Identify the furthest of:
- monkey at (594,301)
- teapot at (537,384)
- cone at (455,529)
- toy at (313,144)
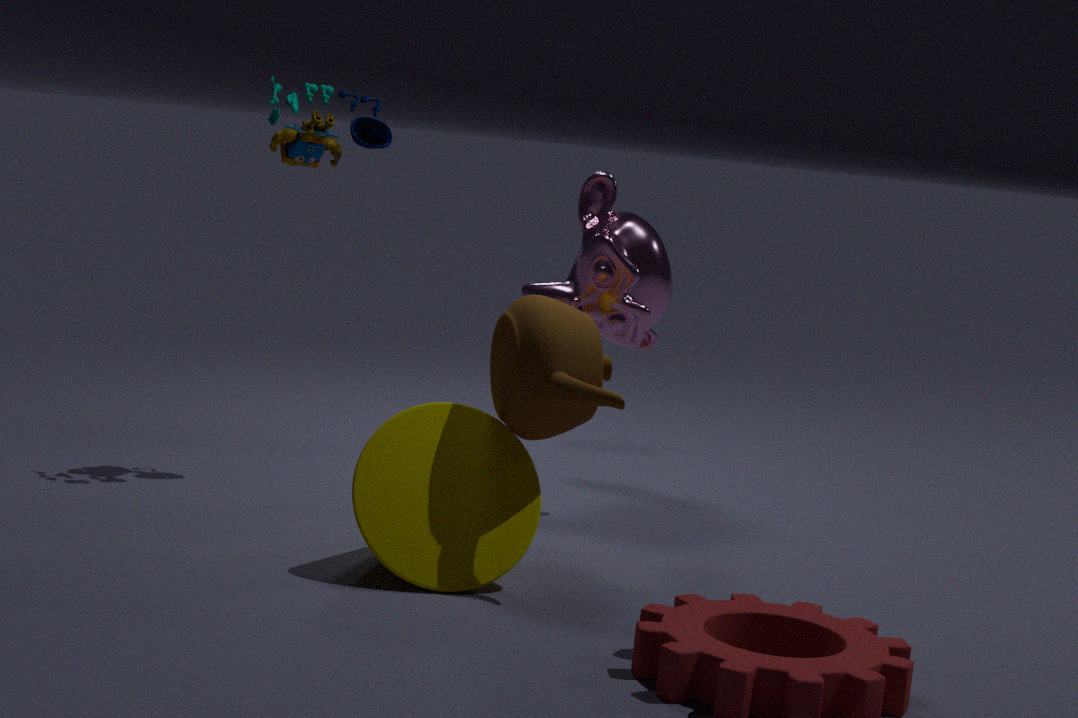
toy at (313,144)
